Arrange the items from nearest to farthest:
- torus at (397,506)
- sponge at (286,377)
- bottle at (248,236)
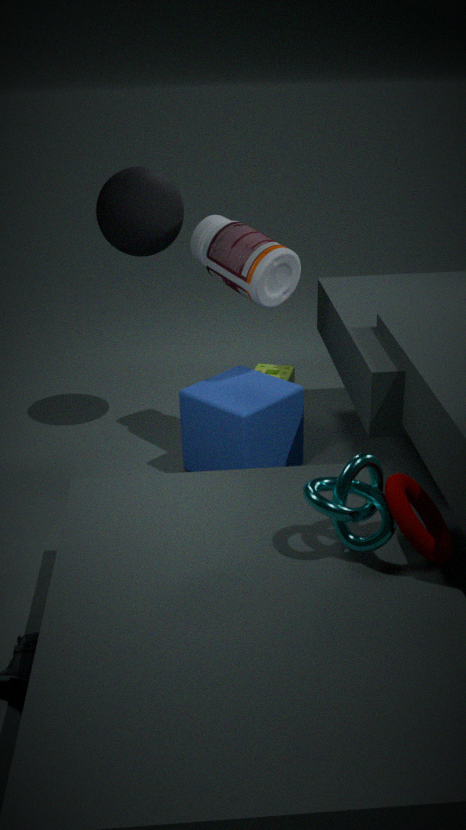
torus at (397,506) → bottle at (248,236) → sponge at (286,377)
